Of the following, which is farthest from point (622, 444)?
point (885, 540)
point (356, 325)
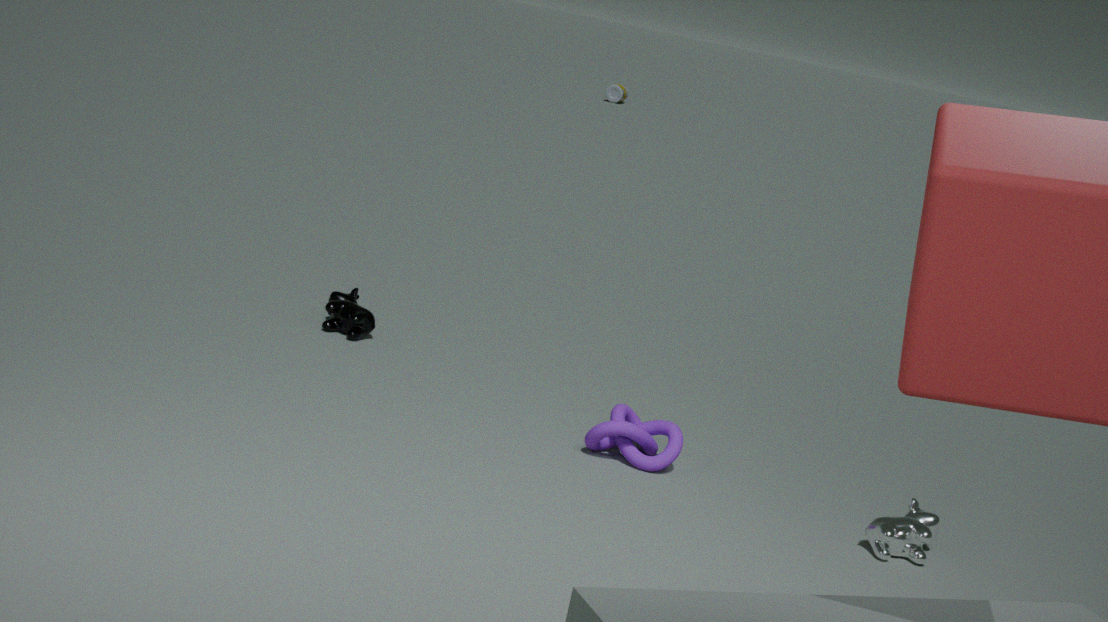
point (356, 325)
